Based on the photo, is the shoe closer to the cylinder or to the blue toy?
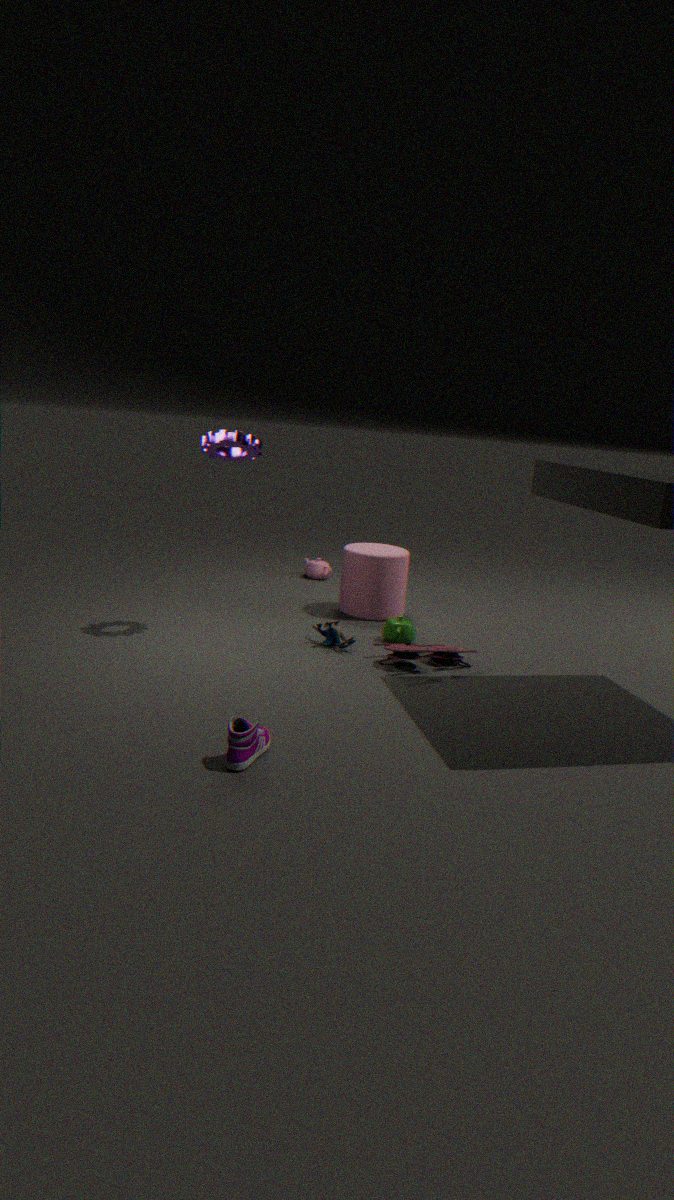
the blue toy
